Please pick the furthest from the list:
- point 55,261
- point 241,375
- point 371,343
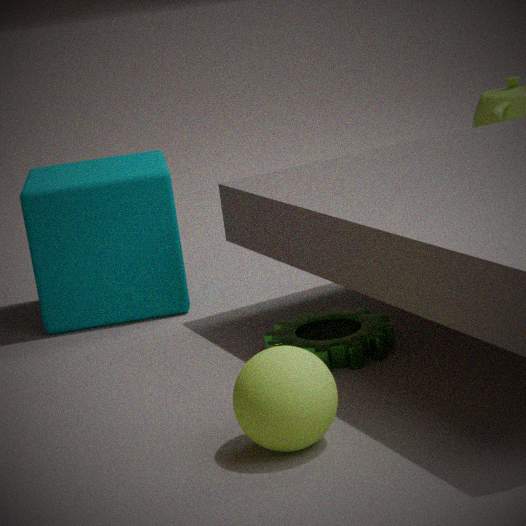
point 55,261
